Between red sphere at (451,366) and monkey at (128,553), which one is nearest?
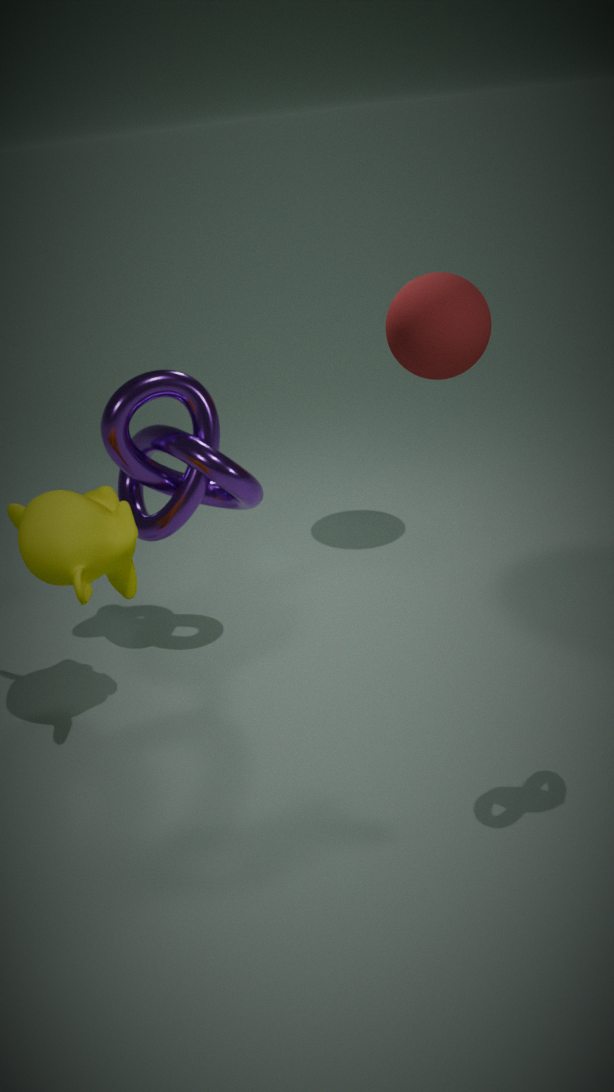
monkey at (128,553)
